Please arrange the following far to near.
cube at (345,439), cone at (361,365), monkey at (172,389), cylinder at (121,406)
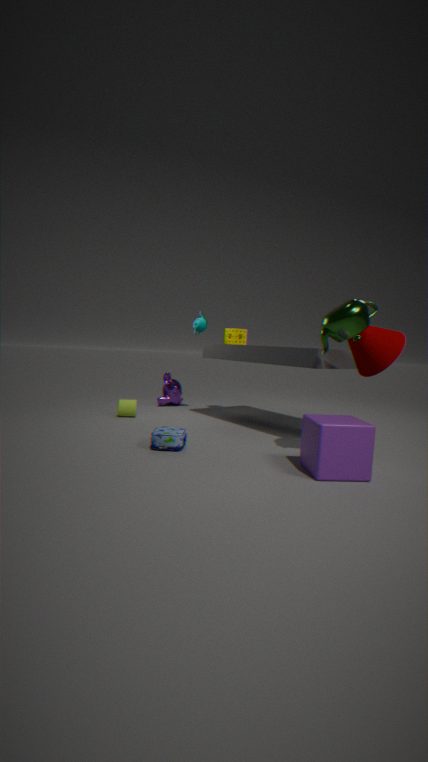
1. monkey at (172,389)
2. cylinder at (121,406)
3. cone at (361,365)
4. cube at (345,439)
